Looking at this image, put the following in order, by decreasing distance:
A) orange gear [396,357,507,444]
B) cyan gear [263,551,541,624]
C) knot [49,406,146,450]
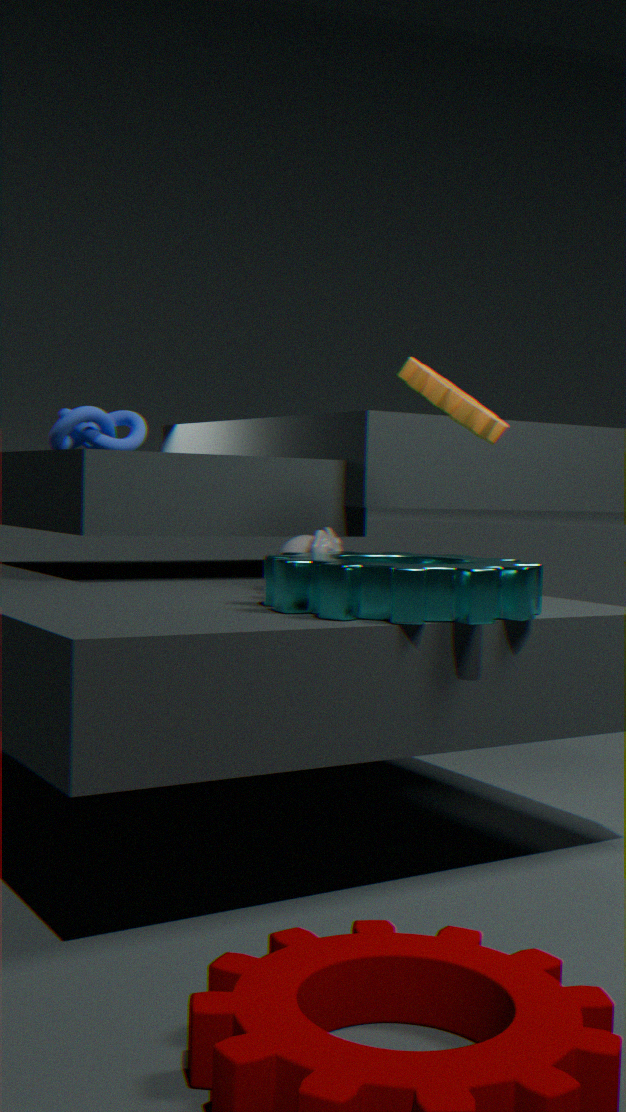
1. knot [49,406,146,450]
2. orange gear [396,357,507,444]
3. cyan gear [263,551,541,624]
